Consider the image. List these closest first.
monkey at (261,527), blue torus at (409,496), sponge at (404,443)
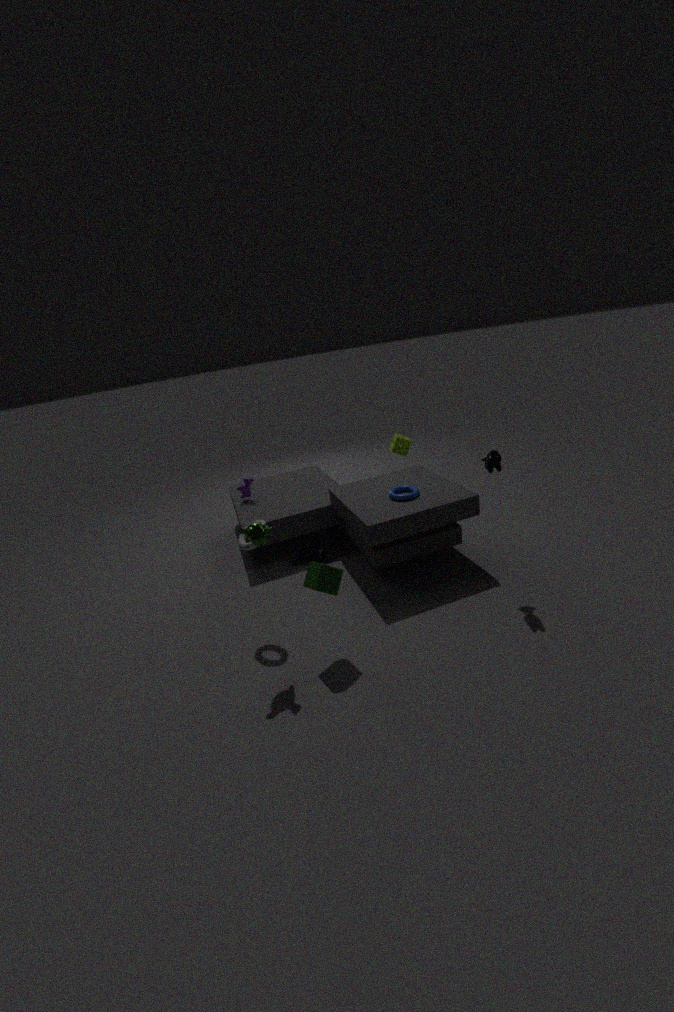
monkey at (261,527)
blue torus at (409,496)
sponge at (404,443)
